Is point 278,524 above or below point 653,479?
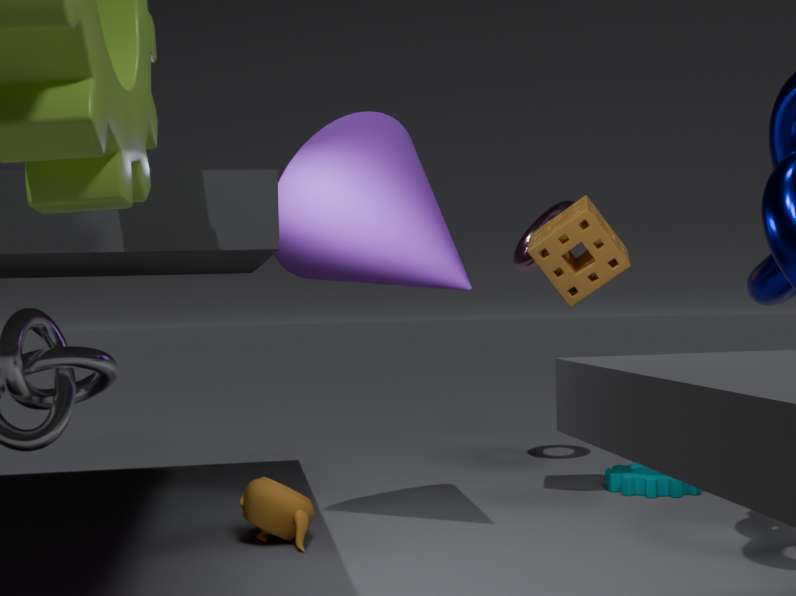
above
